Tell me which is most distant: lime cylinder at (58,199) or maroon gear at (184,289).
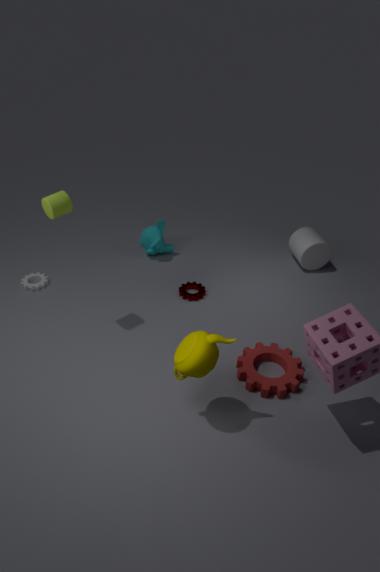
maroon gear at (184,289)
